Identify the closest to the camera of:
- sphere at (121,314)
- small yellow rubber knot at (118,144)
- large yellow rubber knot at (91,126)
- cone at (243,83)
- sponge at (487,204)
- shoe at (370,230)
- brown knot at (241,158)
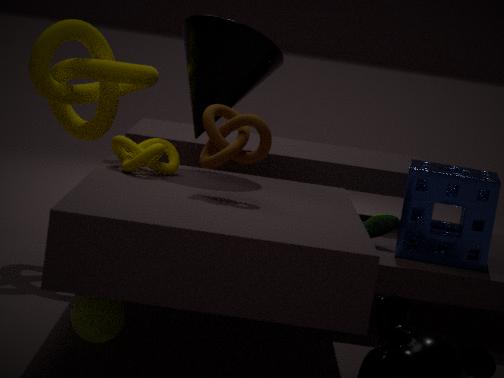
sphere at (121,314)
